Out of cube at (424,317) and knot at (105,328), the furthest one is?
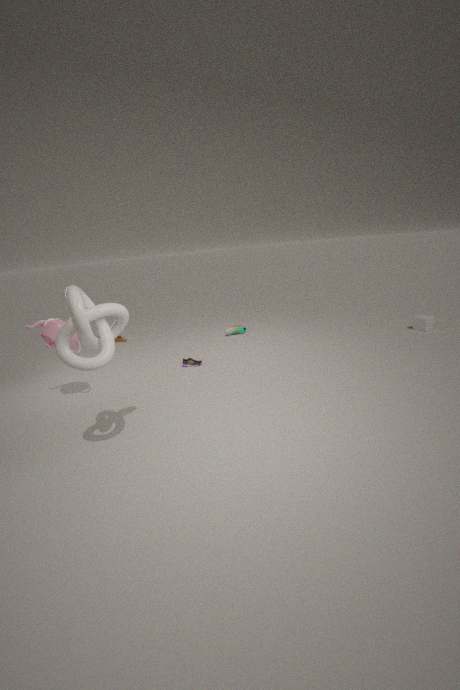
cube at (424,317)
